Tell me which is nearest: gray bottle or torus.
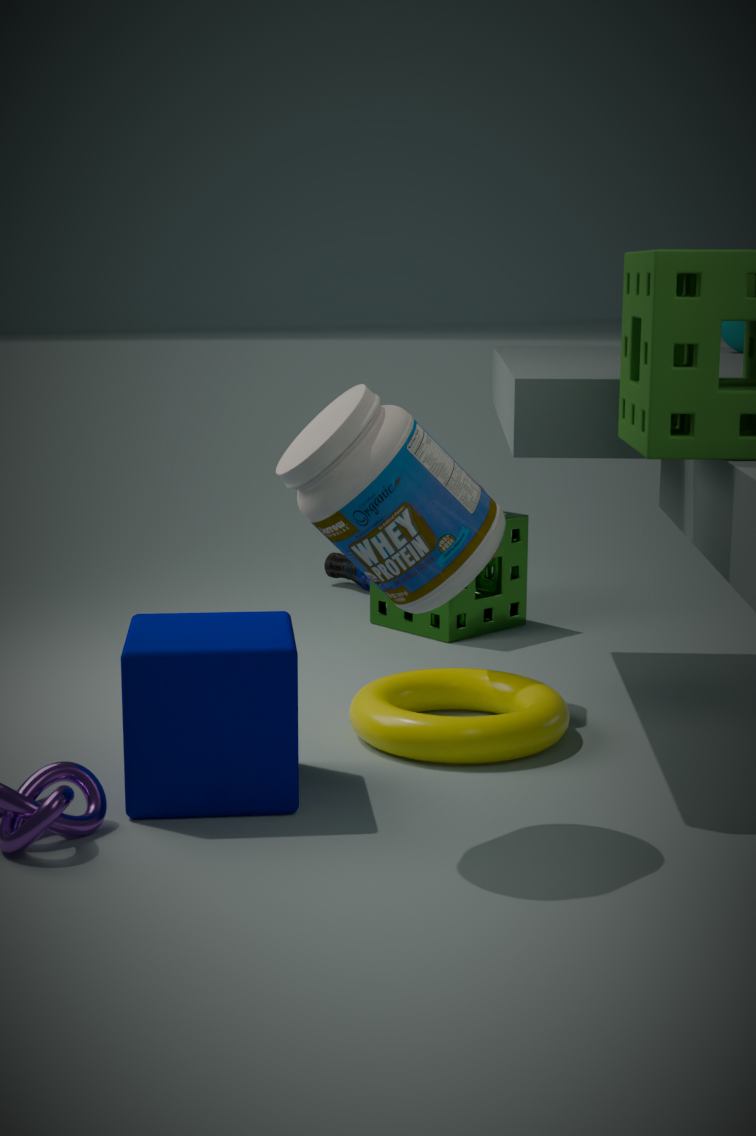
gray bottle
